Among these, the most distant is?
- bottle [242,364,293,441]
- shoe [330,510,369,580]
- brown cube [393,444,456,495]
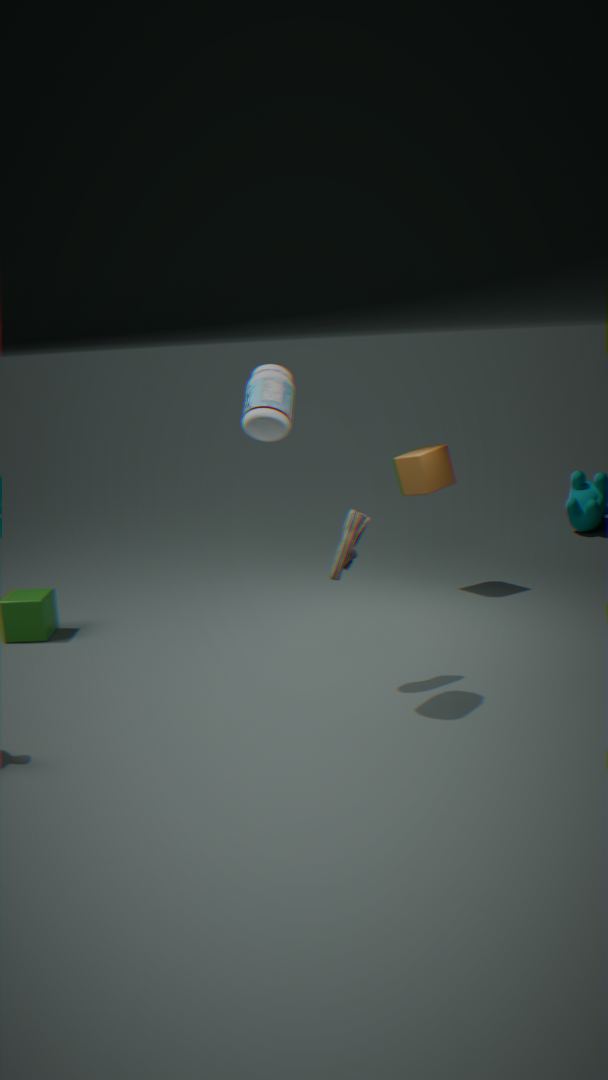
brown cube [393,444,456,495]
